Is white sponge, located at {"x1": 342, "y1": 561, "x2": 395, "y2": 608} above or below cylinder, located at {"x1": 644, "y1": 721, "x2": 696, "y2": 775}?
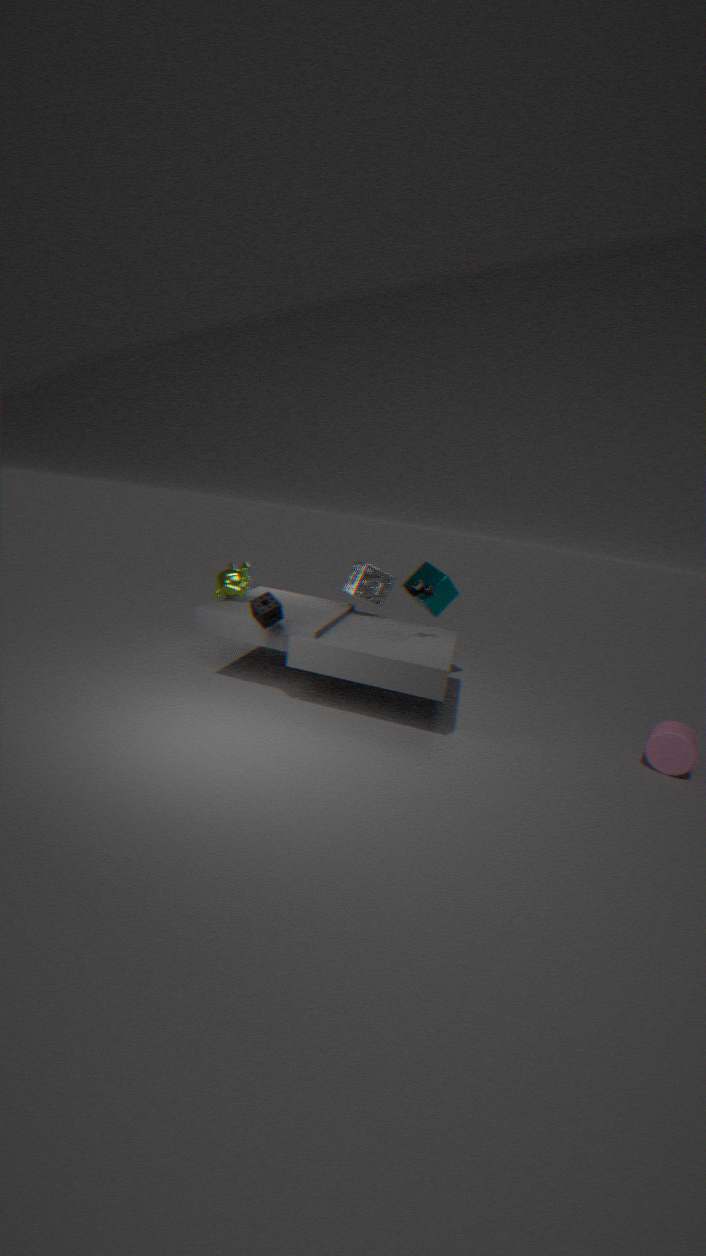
above
